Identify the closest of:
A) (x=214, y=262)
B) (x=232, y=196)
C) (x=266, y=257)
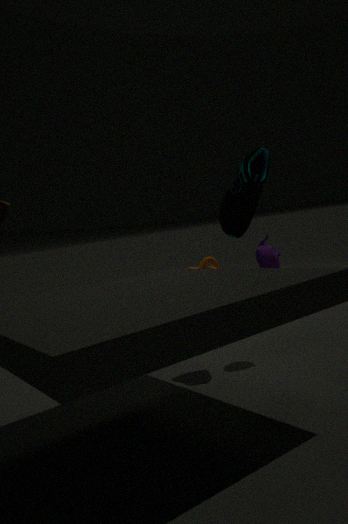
(x=232, y=196)
